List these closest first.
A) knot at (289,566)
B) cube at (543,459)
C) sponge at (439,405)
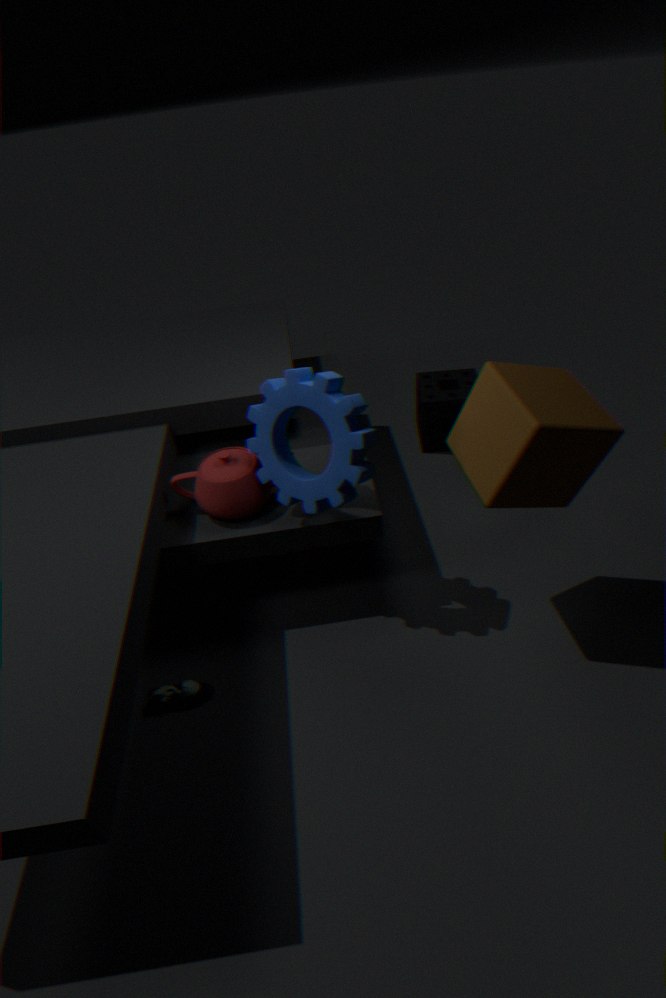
1. cube at (543,459)
2. knot at (289,566)
3. sponge at (439,405)
